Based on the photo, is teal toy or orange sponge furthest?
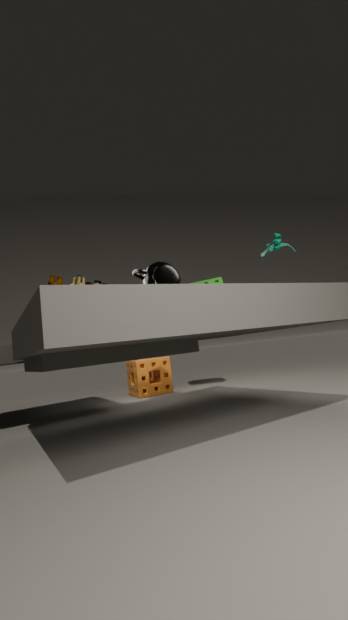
orange sponge
